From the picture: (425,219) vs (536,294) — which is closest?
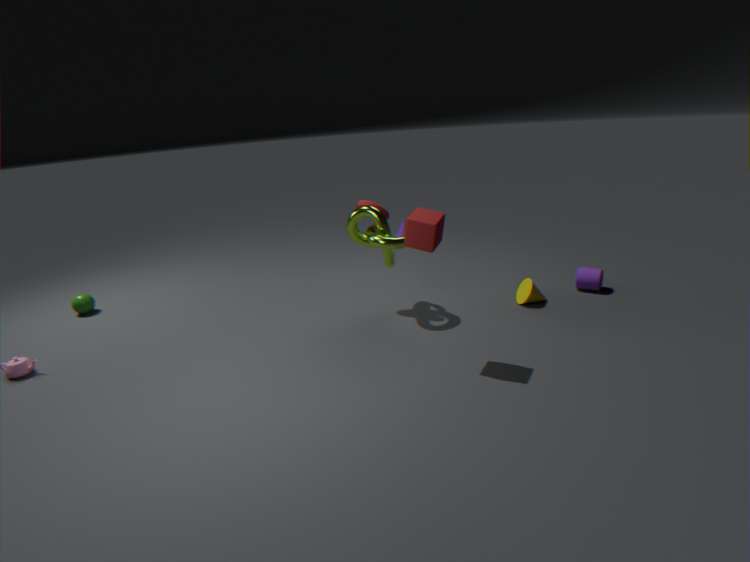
(425,219)
